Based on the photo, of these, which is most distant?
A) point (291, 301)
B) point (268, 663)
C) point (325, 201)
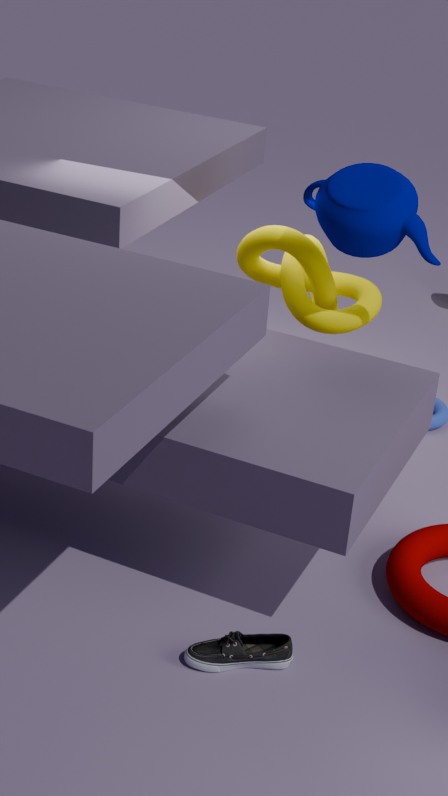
point (291, 301)
